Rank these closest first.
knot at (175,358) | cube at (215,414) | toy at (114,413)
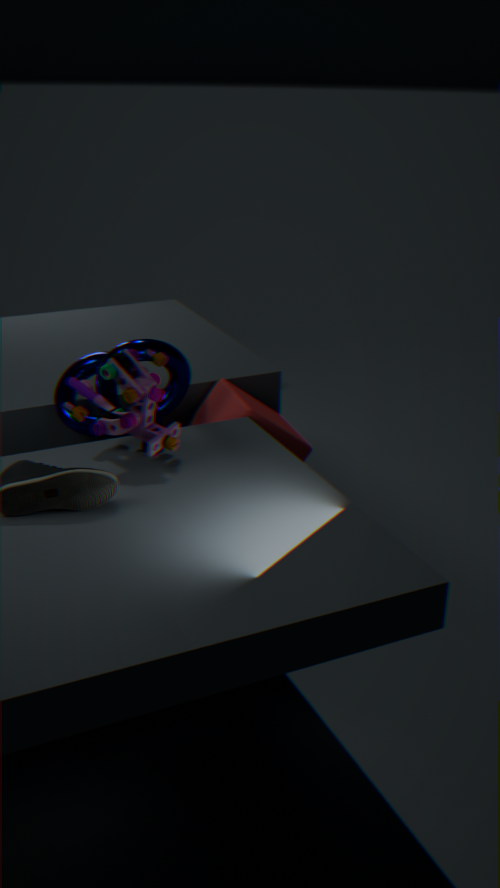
toy at (114,413) < knot at (175,358) < cube at (215,414)
